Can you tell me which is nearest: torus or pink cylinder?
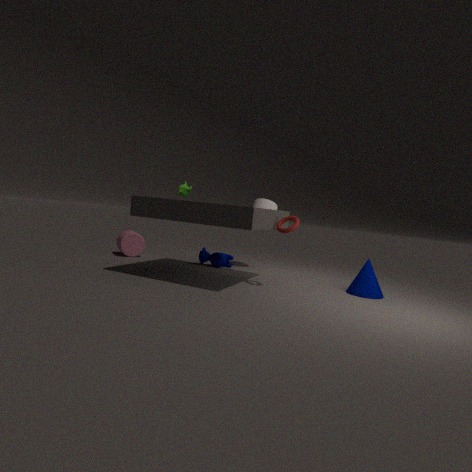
torus
